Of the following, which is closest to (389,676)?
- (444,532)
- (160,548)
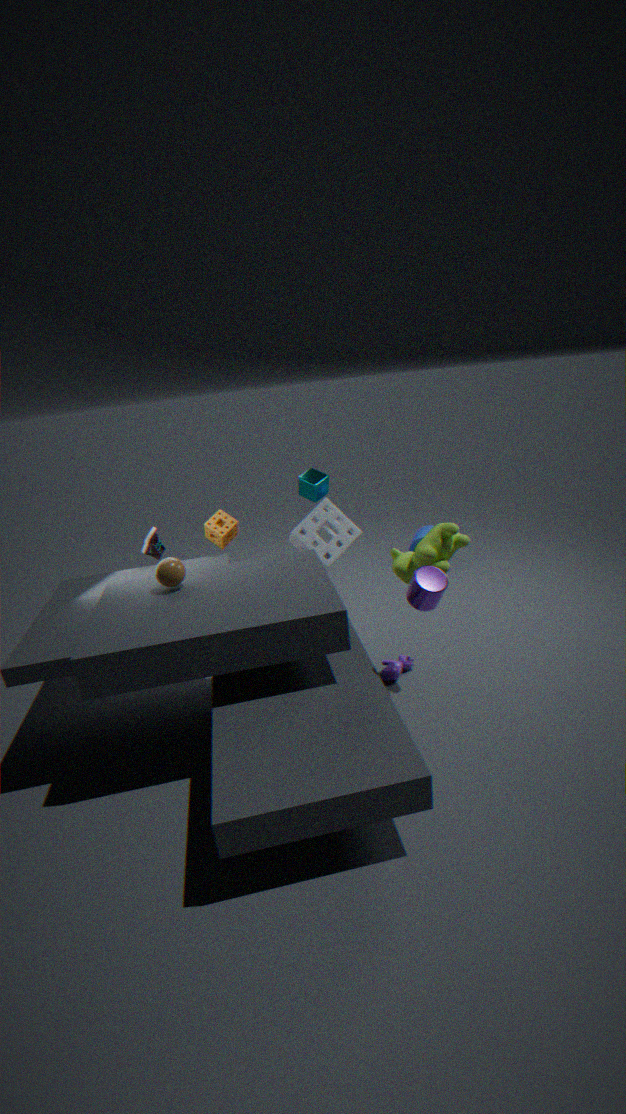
(444,532)
